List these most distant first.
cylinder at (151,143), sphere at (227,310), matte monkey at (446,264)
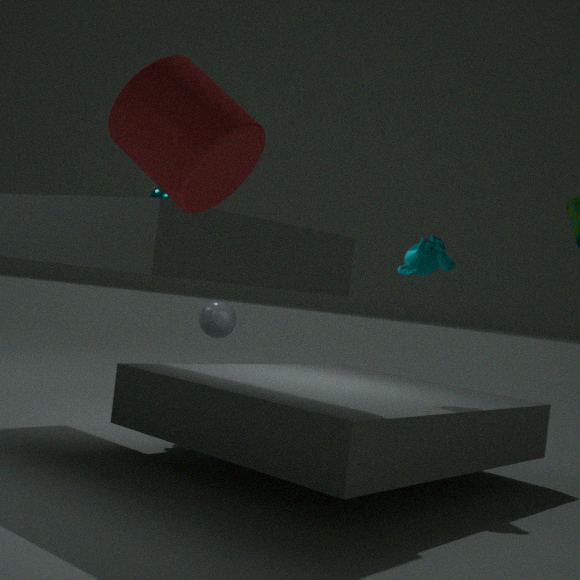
sphere at (227,310) < matte monkey at (446,264) < cylinder at (151,143)
